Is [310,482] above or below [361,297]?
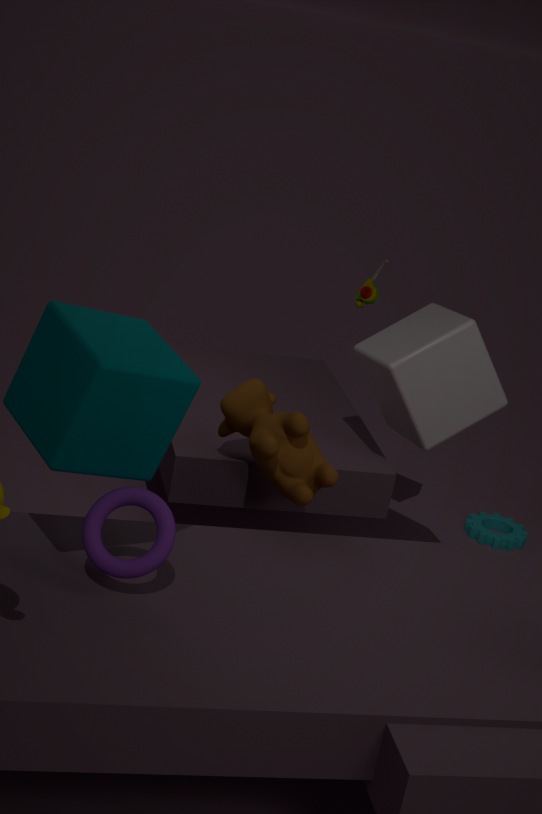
below
